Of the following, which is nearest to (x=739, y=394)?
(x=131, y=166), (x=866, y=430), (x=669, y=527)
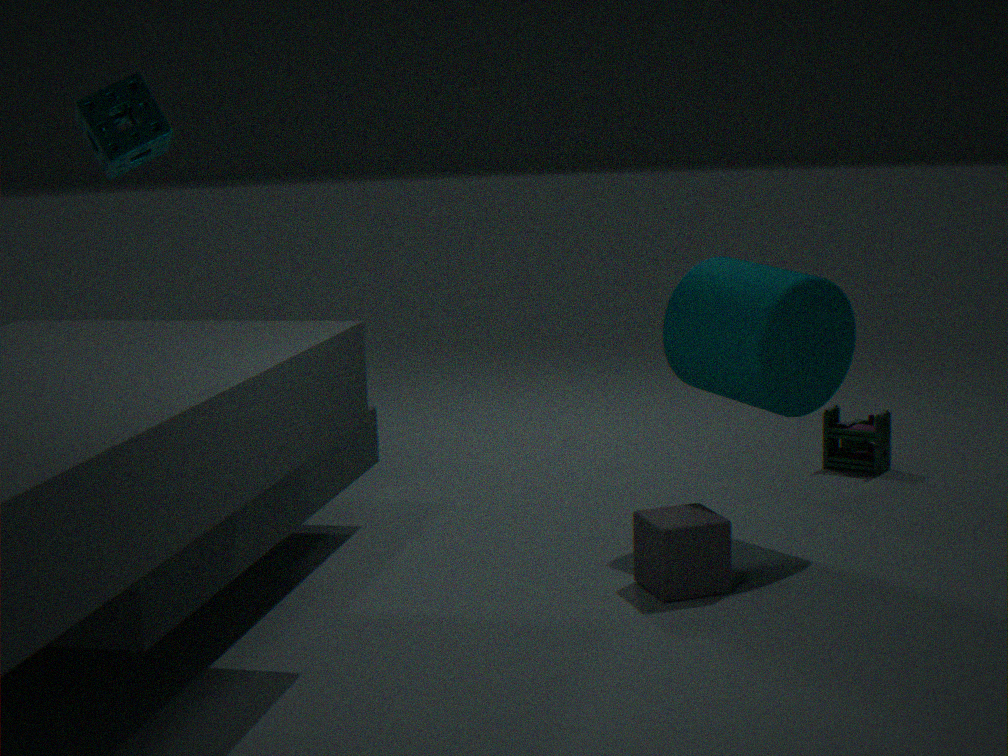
(x=669, y=527)
